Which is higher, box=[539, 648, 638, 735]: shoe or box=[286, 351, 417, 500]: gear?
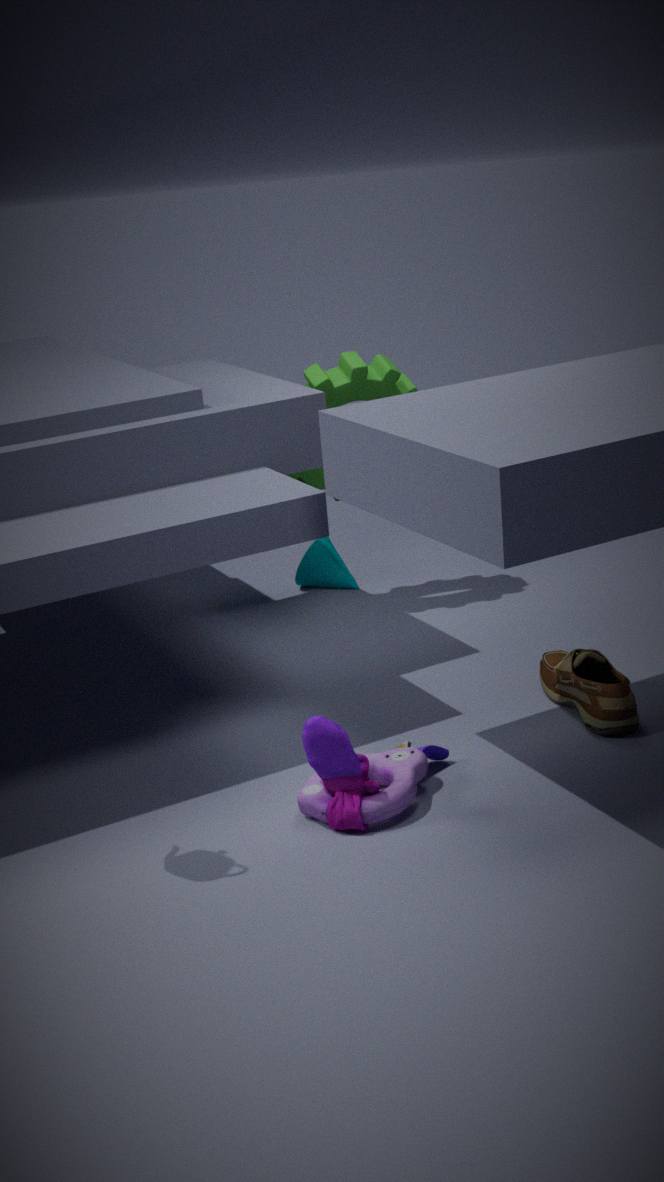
box=[286, 351, 417, 500]: gear
